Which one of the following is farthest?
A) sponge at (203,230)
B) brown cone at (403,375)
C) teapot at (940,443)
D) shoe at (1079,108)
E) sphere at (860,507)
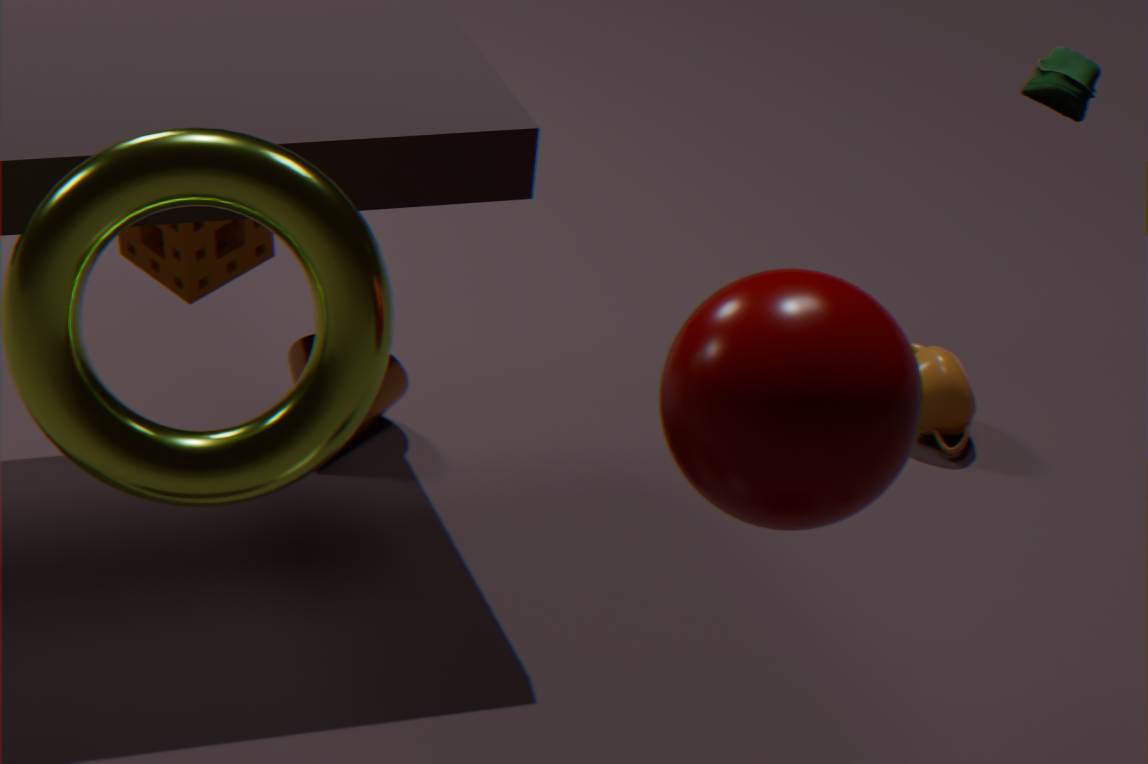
teapot at (940,443)
